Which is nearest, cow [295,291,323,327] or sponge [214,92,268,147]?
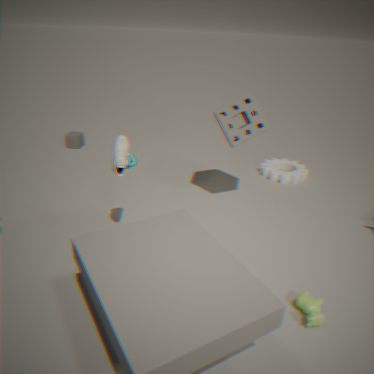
cow [295,291,323,327]
